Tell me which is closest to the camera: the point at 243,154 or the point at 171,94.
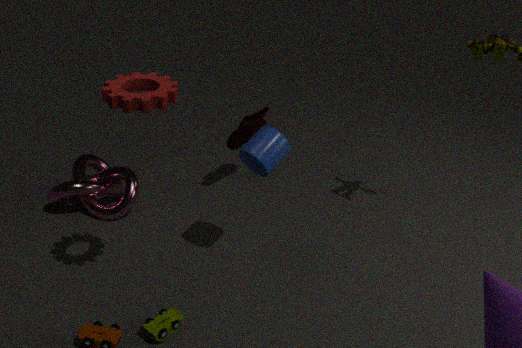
the point at 171,94
